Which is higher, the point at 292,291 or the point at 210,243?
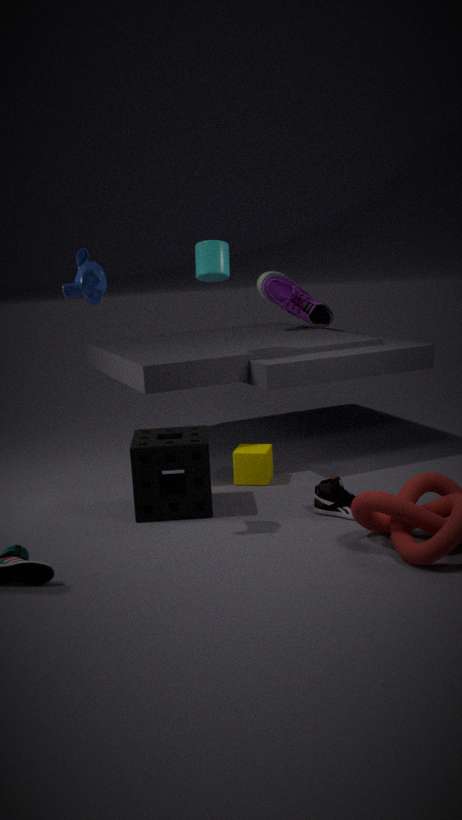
the point at 210,243
